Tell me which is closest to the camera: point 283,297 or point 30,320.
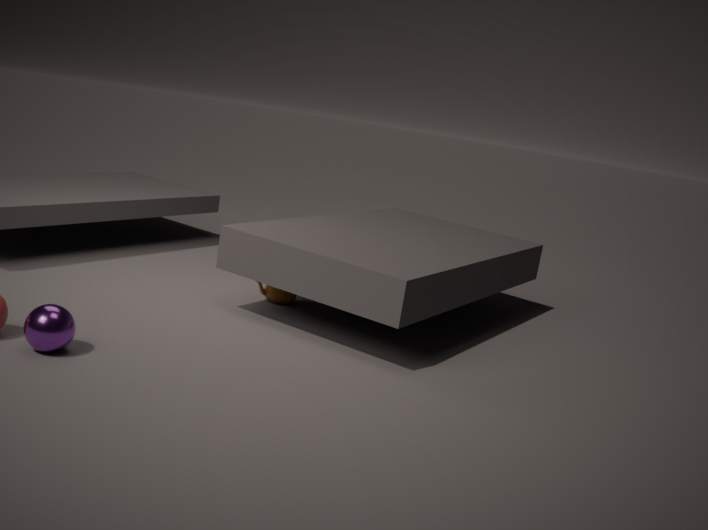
point 30,320
